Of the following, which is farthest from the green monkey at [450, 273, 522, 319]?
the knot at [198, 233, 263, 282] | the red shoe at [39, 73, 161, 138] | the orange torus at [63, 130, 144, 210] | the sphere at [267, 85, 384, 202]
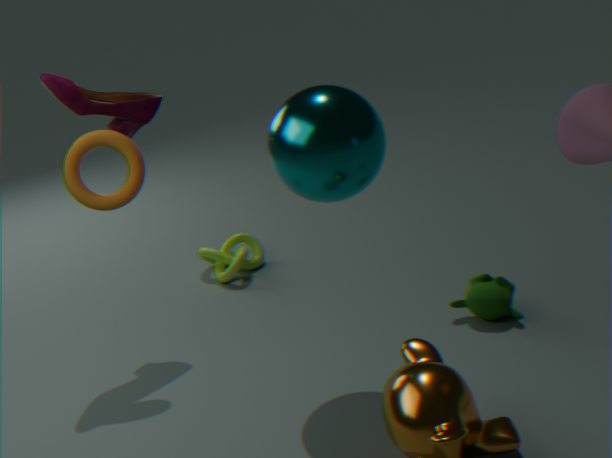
the red shoe at [39, 73, 161, 138]
